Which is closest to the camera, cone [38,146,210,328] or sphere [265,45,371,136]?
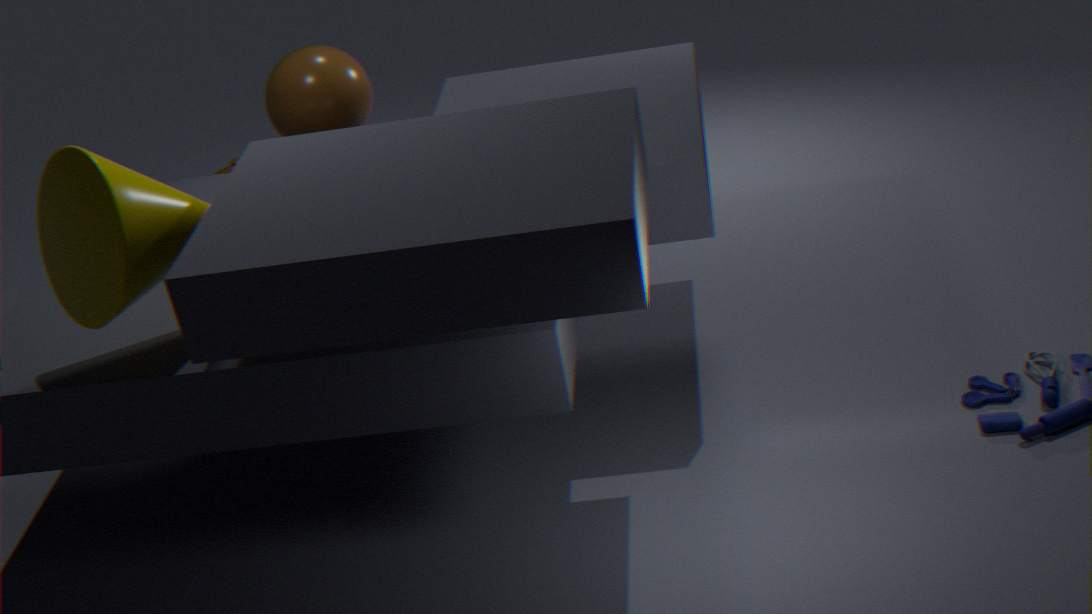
cone [38,146,210,328]
